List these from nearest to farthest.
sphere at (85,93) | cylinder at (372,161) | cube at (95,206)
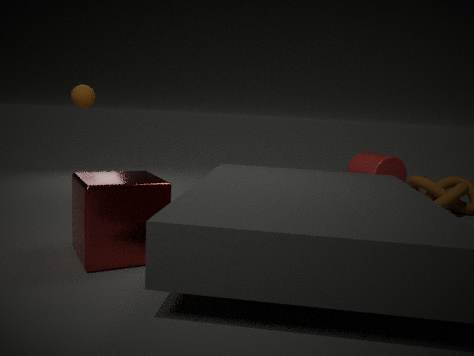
cube at (95,206) < sphere at (85,93) < cylinder at (372,161)
